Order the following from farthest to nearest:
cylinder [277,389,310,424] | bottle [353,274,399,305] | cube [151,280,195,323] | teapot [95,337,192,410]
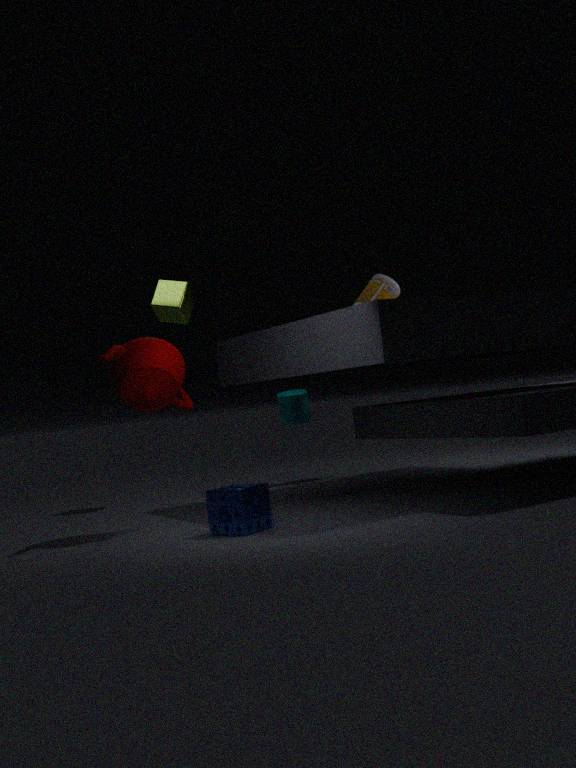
1. bottle [353,274,399,305]
2. cylinder [277,389,310,424]
3. cube [151,280,195,323]
4. teapot [95,337,192,410]
